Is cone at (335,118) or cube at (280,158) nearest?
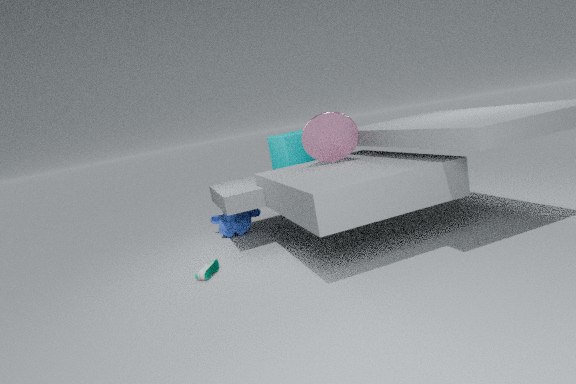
cone at (335,118)
